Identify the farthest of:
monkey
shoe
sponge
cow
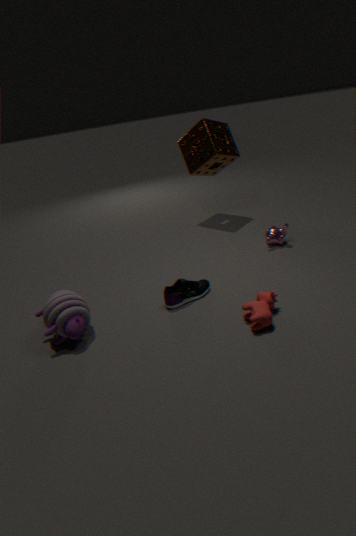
sponge
